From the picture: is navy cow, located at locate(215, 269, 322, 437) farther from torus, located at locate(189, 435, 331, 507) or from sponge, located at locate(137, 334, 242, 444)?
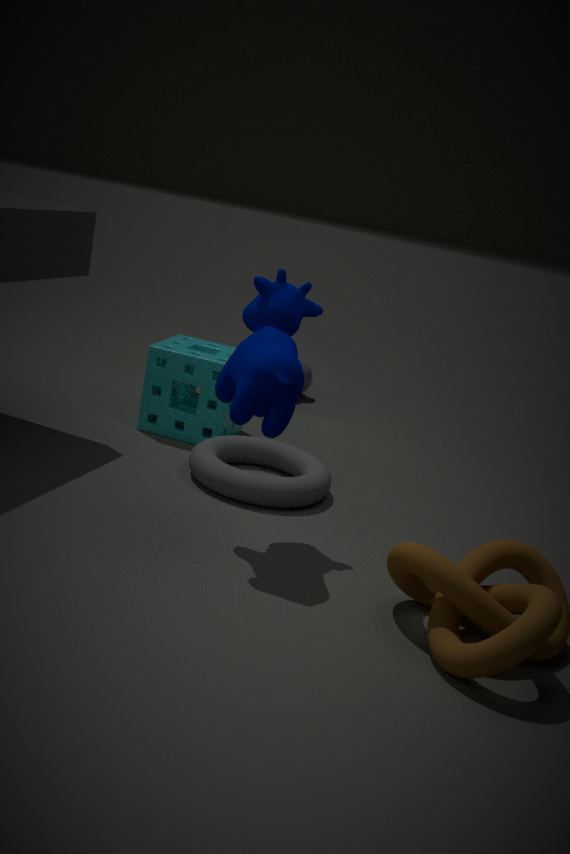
sponge, located at locate(137, 334, 242, 444)
